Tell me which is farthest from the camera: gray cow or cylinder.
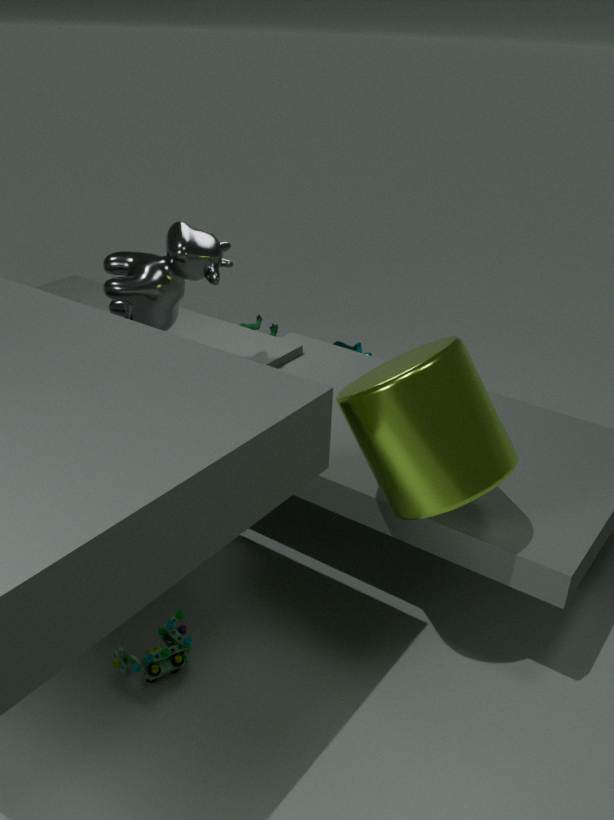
gray cow
